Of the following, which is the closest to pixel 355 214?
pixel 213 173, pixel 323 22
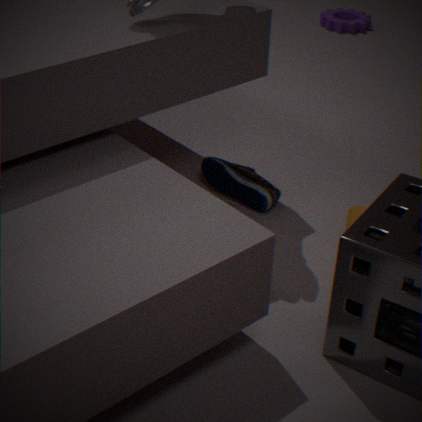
pixel 213 173
